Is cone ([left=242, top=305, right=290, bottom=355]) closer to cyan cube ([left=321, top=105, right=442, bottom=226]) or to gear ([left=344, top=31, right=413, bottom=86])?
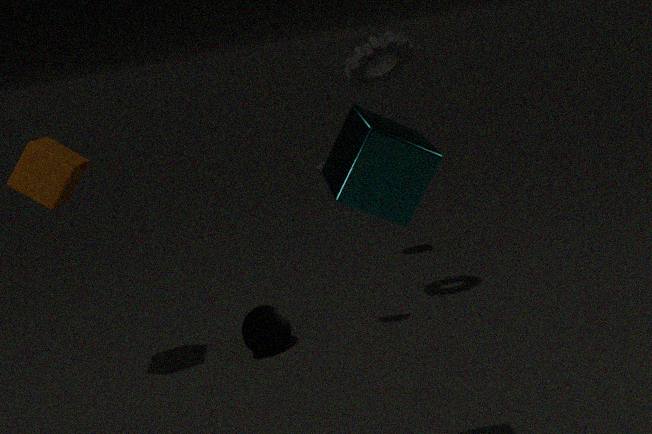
gear ([left=344, top=31, right=413, bottom=86])
